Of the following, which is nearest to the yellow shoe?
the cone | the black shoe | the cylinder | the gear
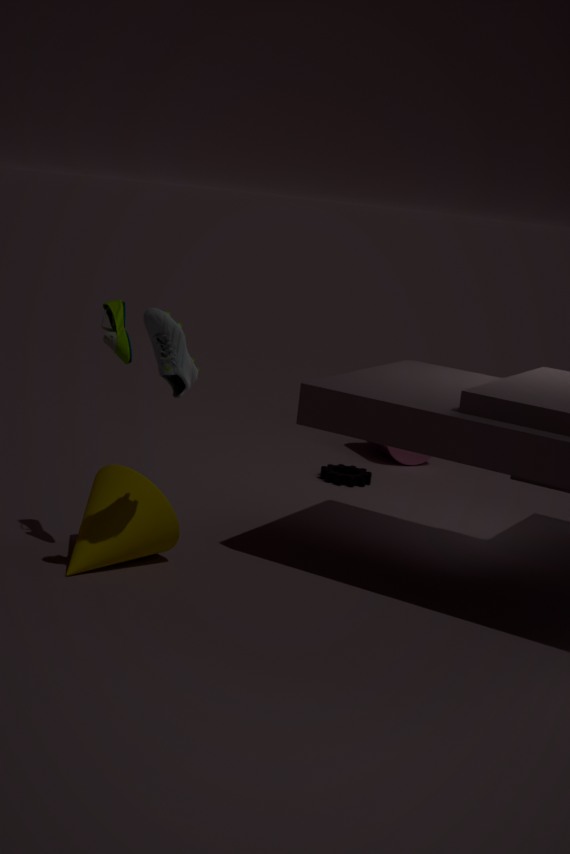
the black shoe
